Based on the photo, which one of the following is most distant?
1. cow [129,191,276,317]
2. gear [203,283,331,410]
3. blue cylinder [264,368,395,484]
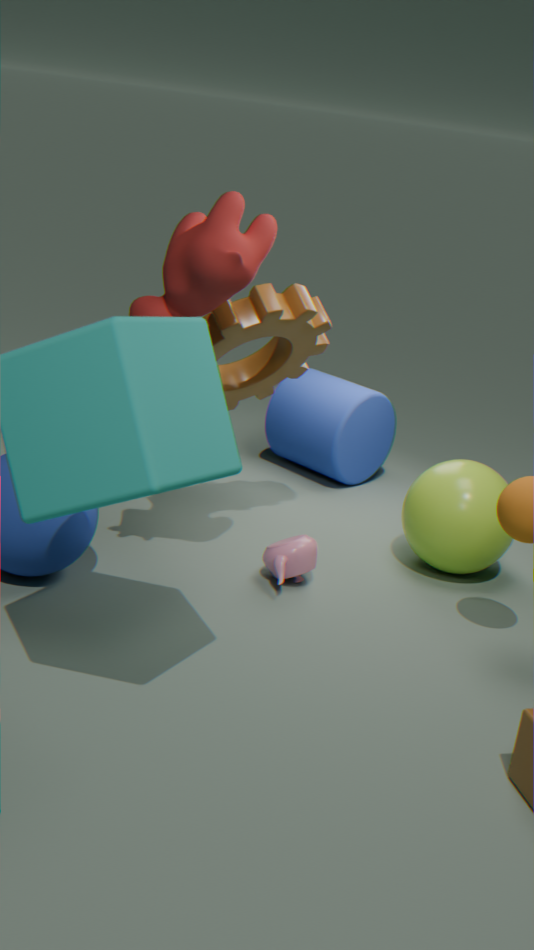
blue cylinder [264,368,395,484]
